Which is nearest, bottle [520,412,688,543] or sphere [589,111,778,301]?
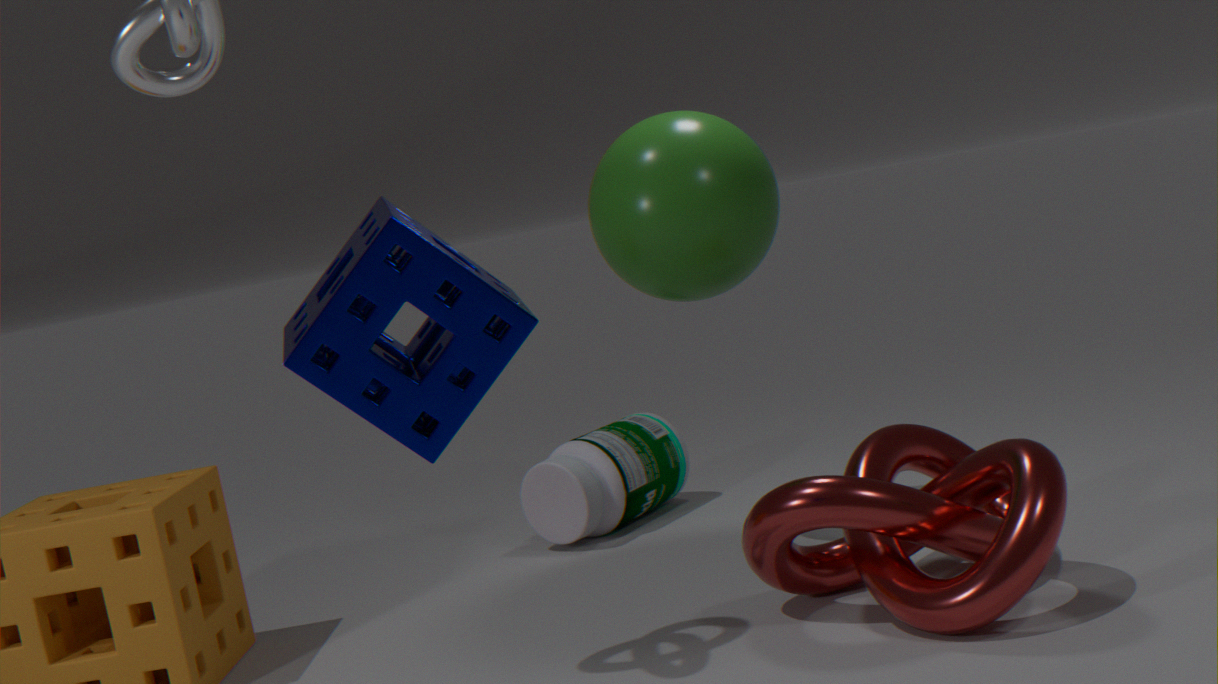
sphere [589,111,778,301]
